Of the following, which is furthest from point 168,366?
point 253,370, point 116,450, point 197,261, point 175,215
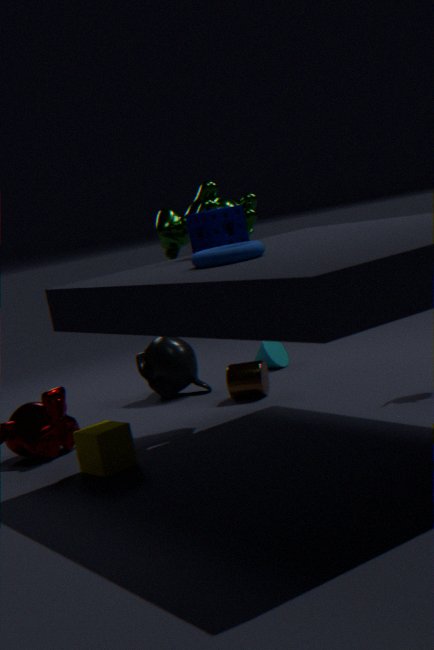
point 197,261
